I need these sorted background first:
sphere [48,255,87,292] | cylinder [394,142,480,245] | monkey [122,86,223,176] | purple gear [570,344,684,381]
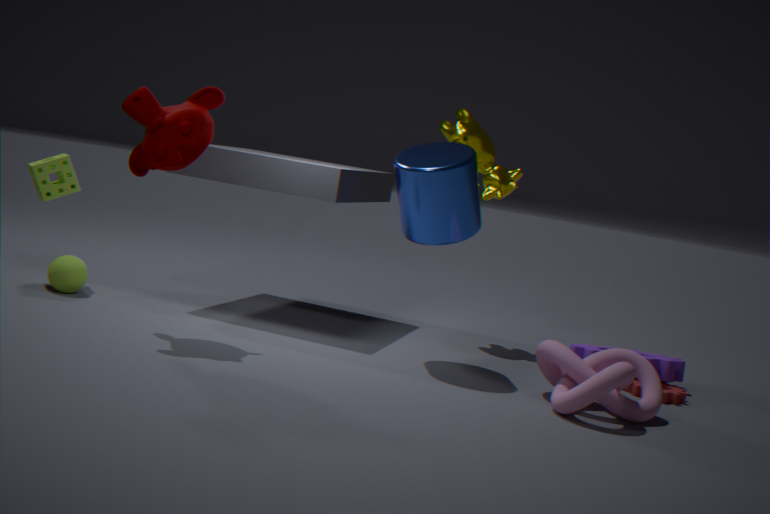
sphere [48,255,87,292]
purple gear [570,344,684,381]
cylinder [394,142,480,245]
monkey [122,86,223,176]
